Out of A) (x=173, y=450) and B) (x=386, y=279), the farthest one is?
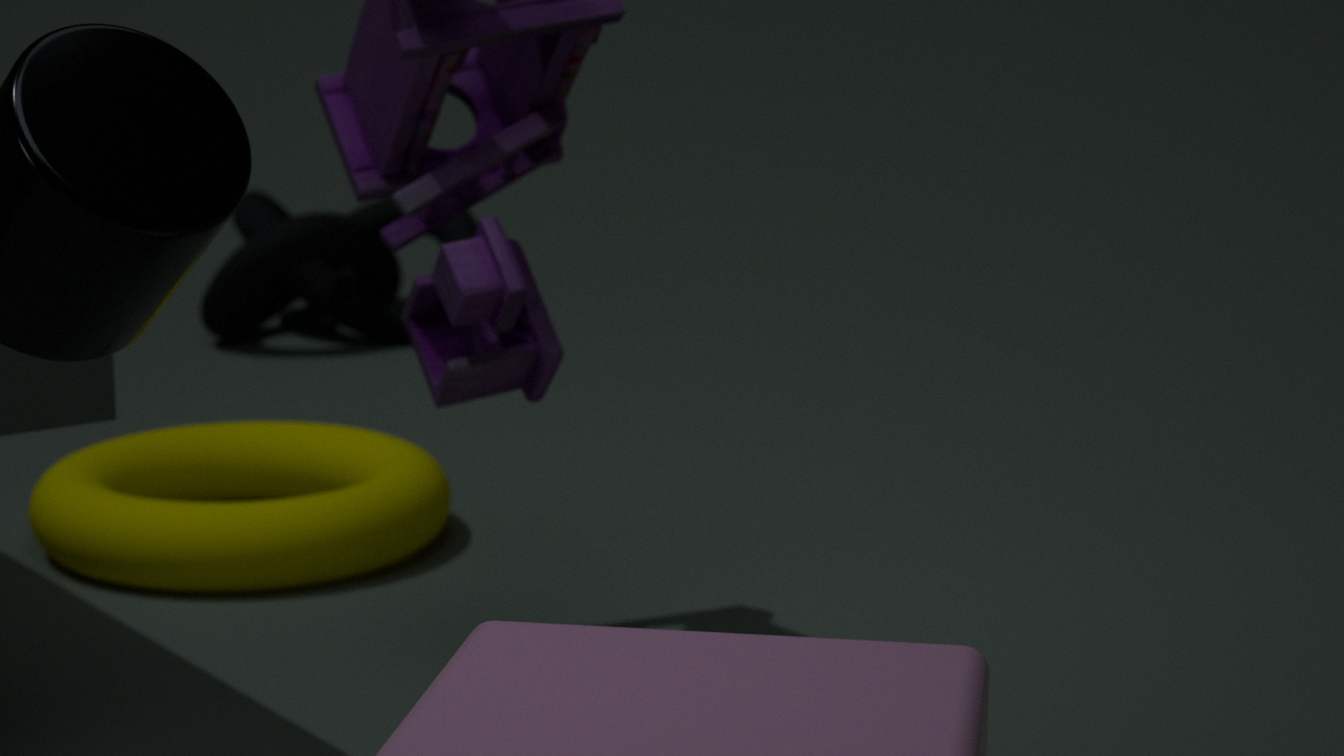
B. (x=386, y=279)
